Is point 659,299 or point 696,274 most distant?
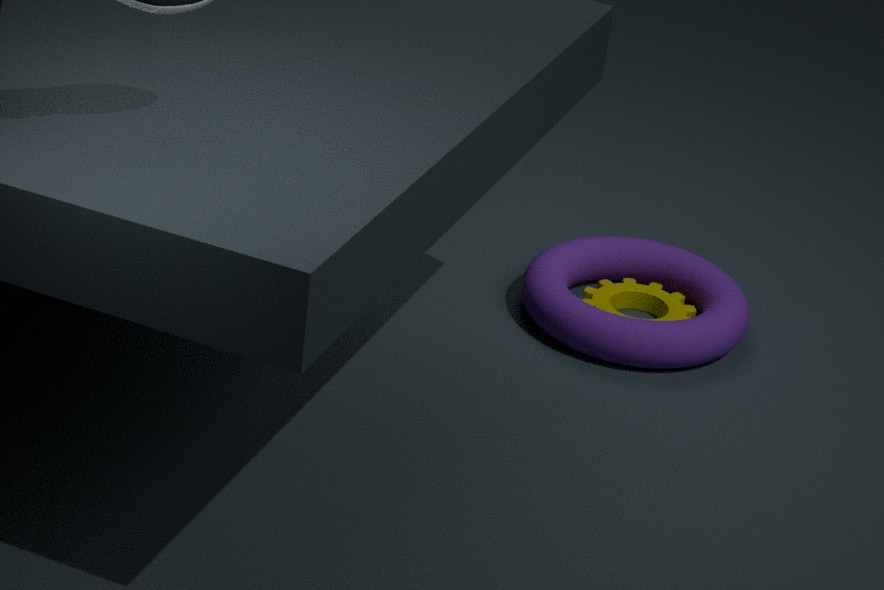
point 696,274
